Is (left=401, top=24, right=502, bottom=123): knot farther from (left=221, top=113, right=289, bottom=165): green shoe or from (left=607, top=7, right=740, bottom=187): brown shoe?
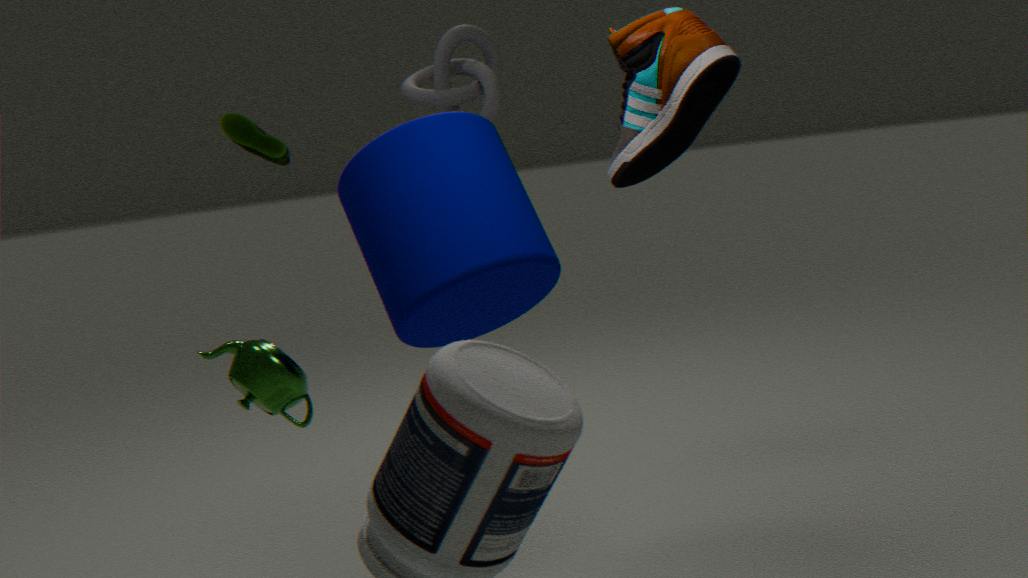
(left=607, top=7, right=740, bottom=187): brown shoe
